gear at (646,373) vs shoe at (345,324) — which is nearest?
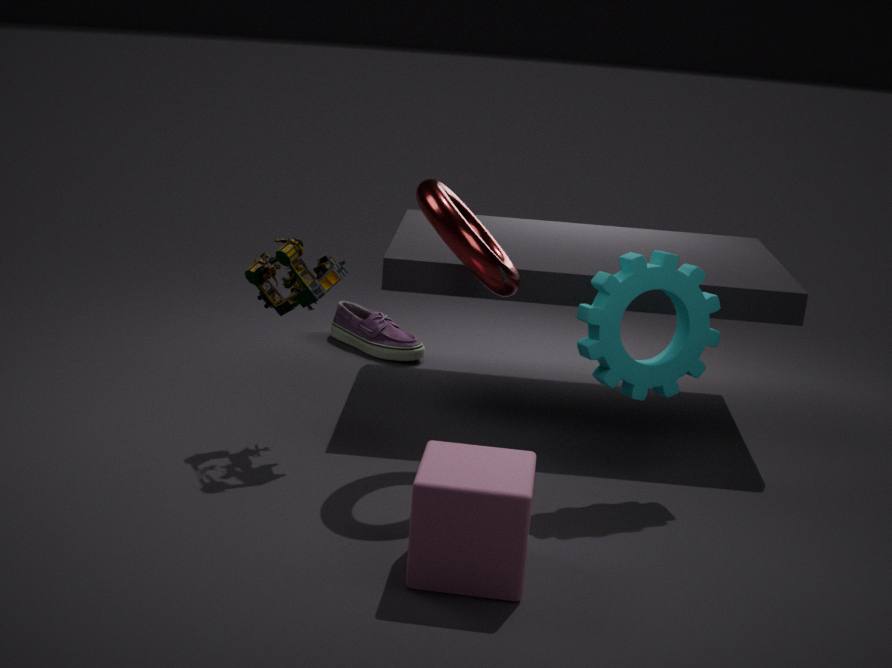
gear at (646,373)
